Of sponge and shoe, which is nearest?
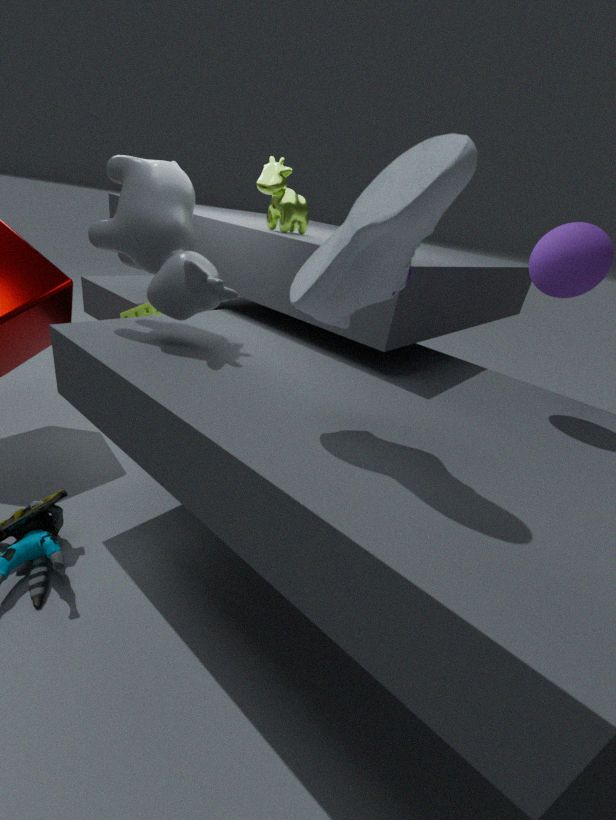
shoe
